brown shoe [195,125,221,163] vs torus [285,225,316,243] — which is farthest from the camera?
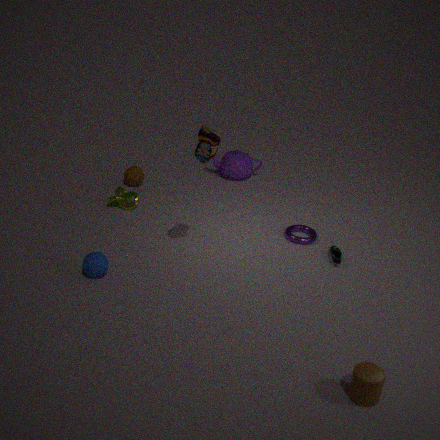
torus [285,225,316,243]
